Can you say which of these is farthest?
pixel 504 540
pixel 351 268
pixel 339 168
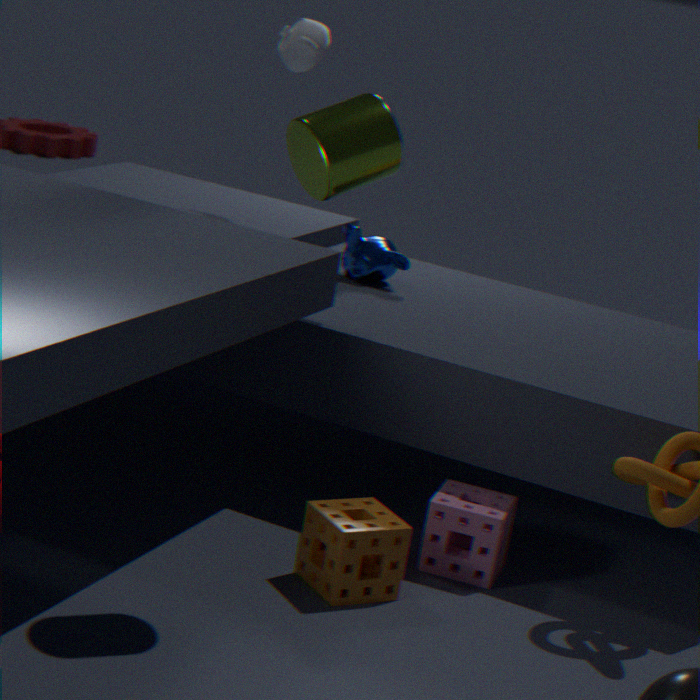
pixel 351 268
